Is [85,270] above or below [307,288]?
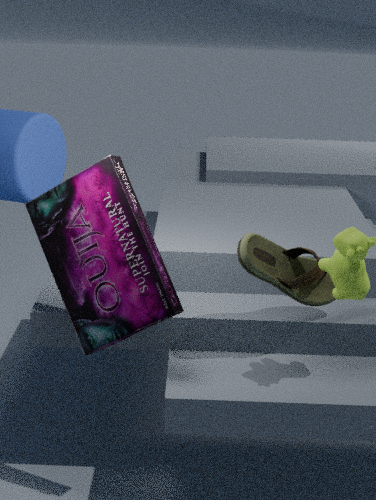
above
